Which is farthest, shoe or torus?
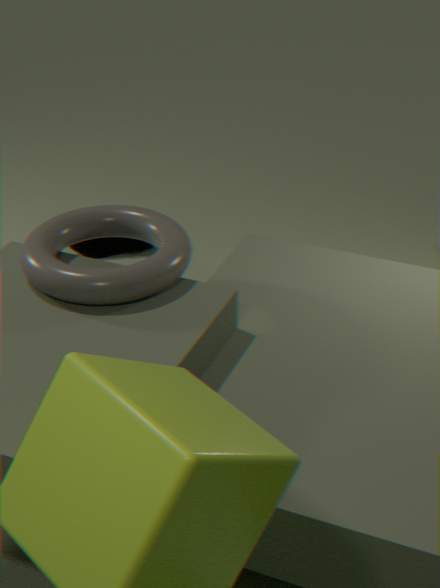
shoe
